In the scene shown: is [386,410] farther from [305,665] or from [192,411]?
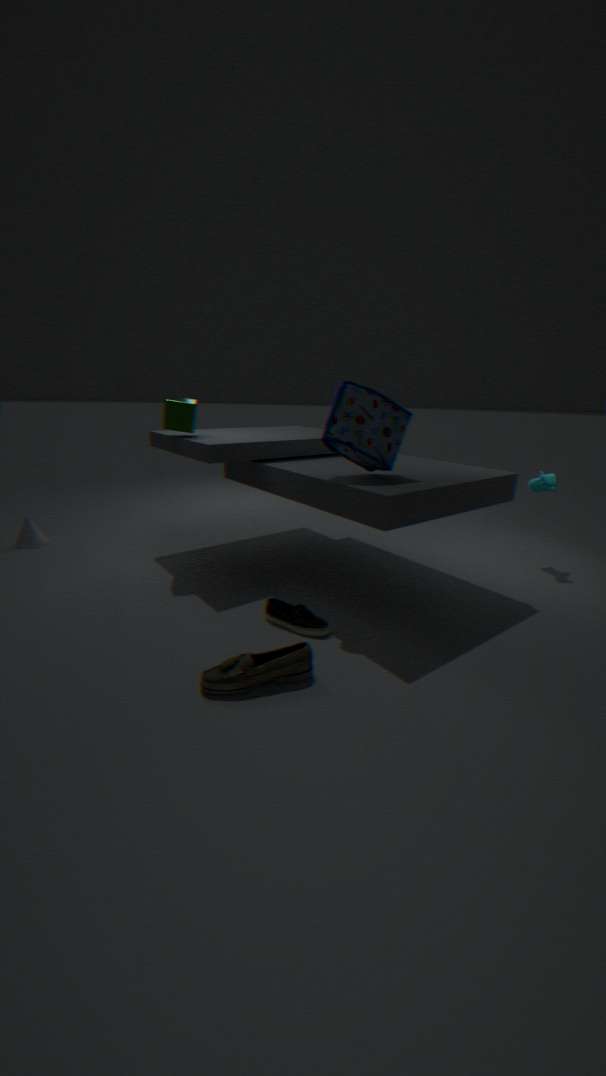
[305,665]
